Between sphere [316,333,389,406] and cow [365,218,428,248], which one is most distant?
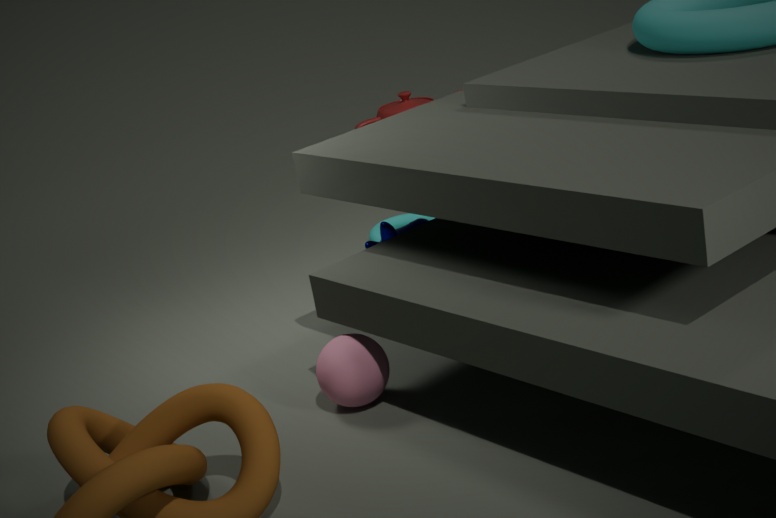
cow [365,218,428,248]
